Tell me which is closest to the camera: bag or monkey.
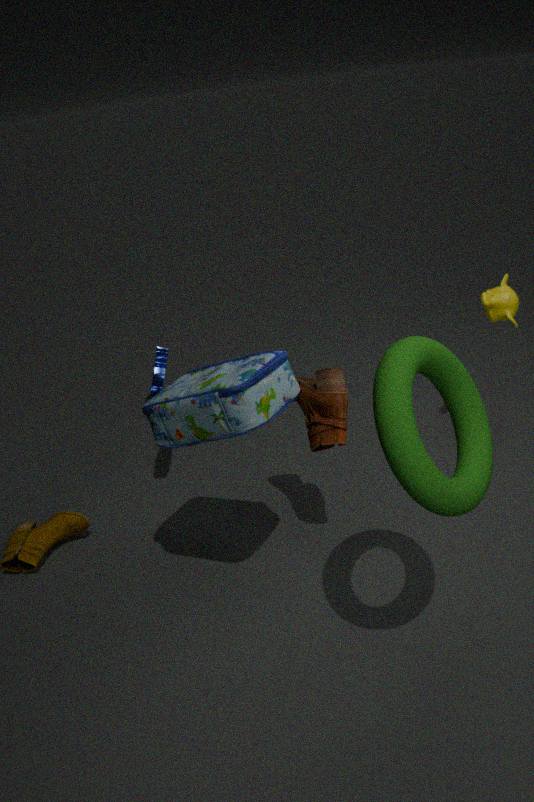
bag
